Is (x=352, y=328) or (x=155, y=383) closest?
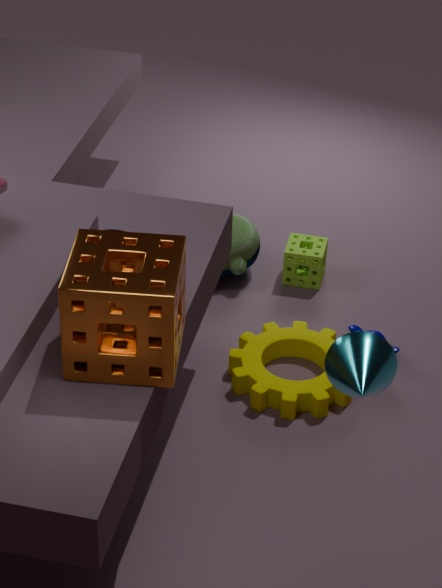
(x=155, y=383)
